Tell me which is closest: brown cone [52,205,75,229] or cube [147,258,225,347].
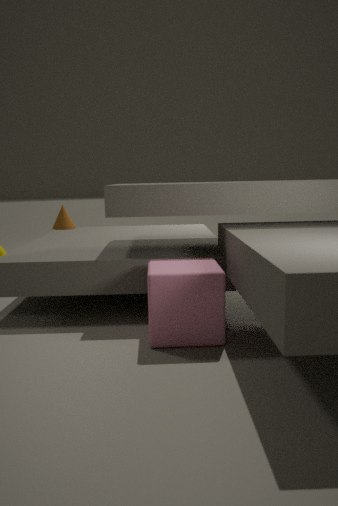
cube [147,258,225,347]
